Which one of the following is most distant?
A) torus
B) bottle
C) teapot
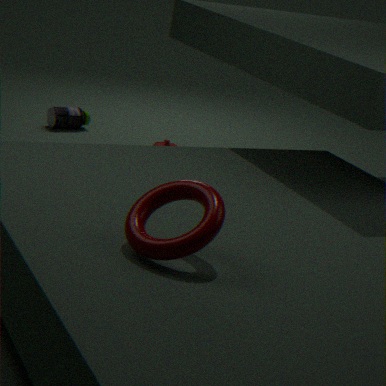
bottle
